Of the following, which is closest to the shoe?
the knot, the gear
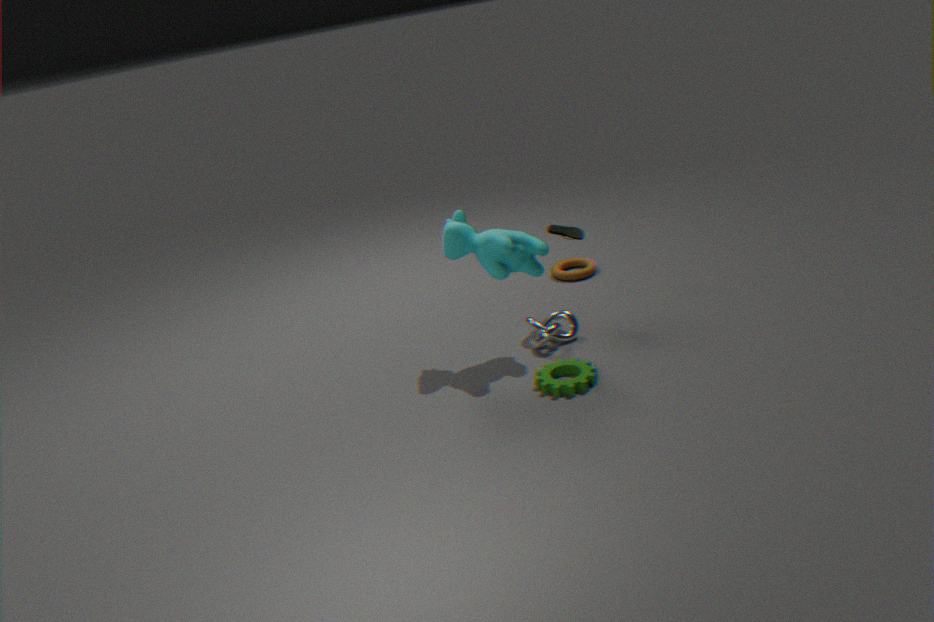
the knot
